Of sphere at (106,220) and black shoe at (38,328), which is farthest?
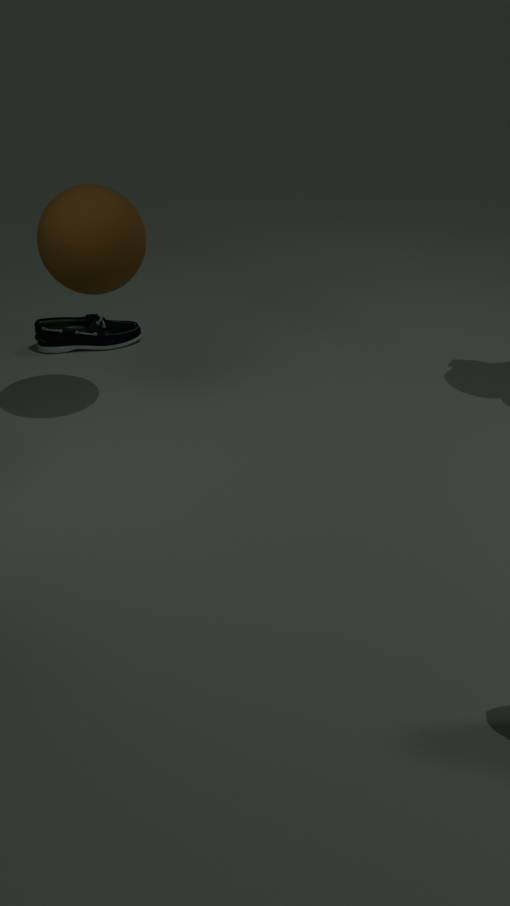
black shoe at (38,328)
